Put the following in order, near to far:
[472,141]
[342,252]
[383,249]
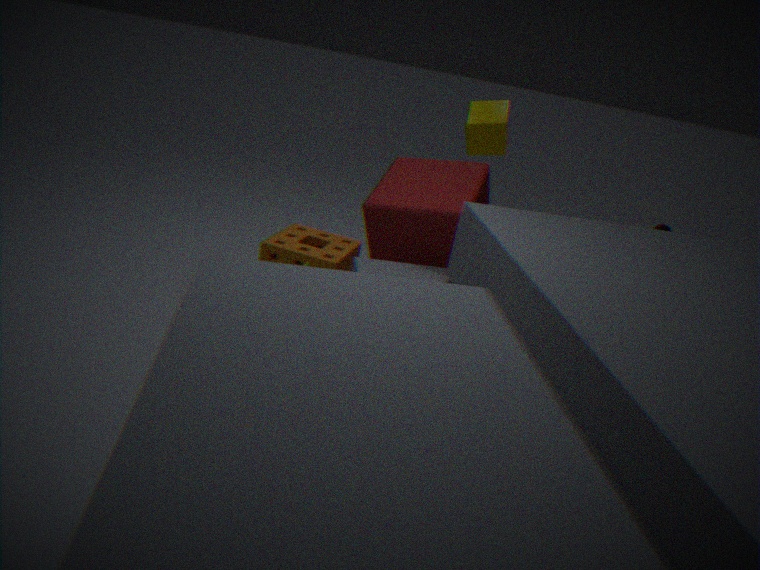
[383,249], [472,141], [342,252]
